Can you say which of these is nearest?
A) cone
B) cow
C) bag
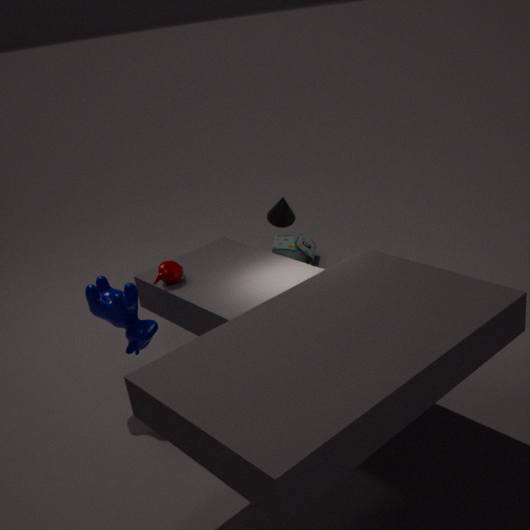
cow
